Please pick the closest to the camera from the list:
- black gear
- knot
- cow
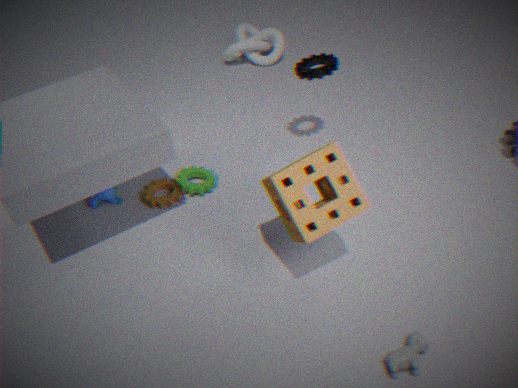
cow
